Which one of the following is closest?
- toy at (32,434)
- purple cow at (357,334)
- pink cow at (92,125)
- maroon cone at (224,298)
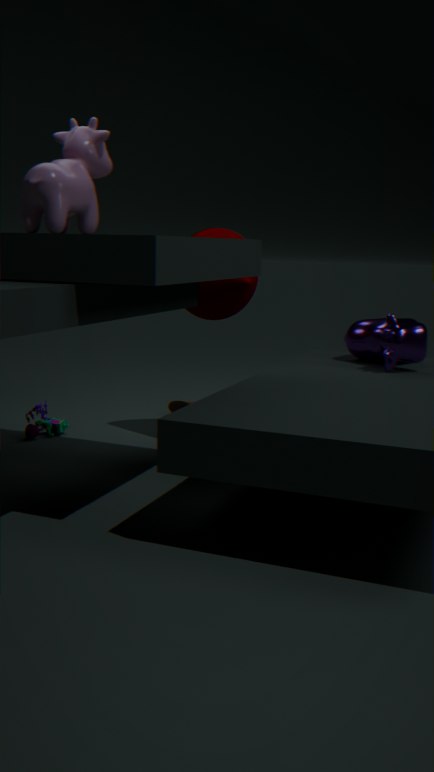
pink cow at (92,125)
